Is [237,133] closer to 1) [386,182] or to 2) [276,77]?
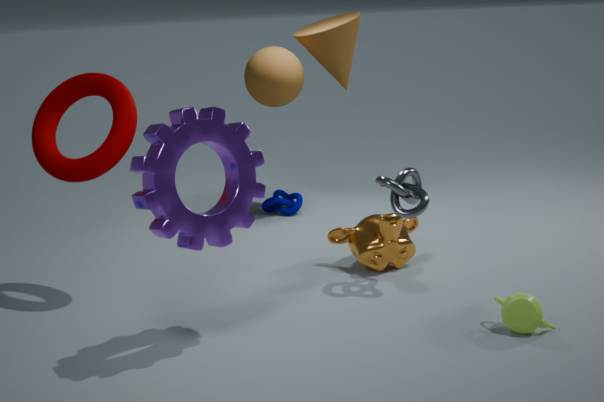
1) [386,182]
